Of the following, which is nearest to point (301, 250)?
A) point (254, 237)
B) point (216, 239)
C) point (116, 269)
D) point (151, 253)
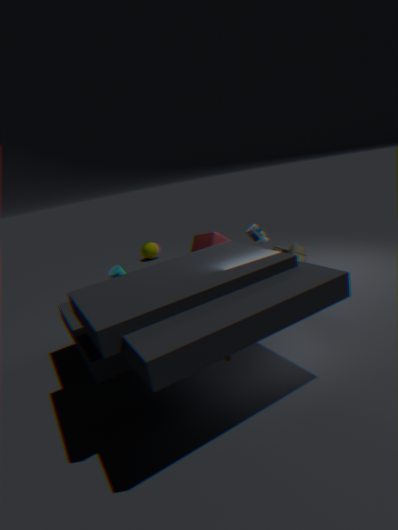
point (254, 237)
